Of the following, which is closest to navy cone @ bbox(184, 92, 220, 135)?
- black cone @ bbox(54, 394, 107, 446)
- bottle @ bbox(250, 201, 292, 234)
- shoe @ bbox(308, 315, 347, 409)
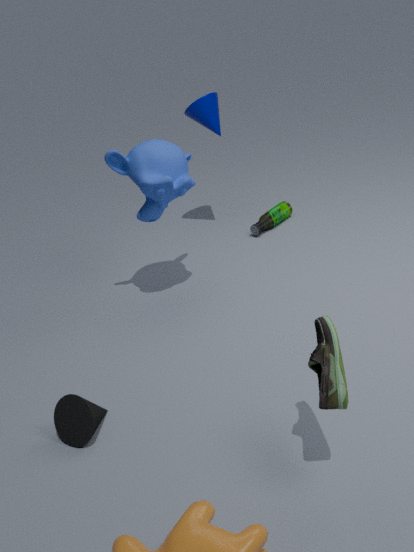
bottle @ bbox(250, 201, 292, 234)
